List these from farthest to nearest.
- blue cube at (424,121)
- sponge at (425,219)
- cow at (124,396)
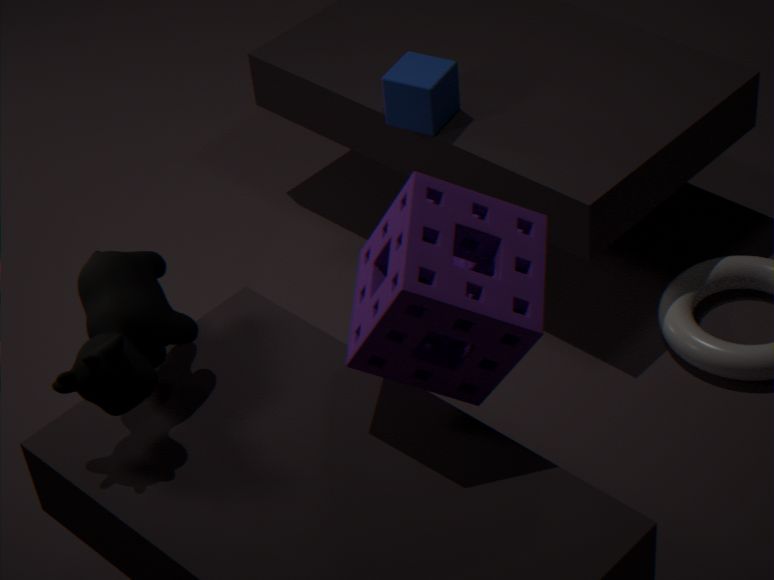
1. blue cube at (424,121)
2. cow at (124,396)
3. sponge at (425,219)
